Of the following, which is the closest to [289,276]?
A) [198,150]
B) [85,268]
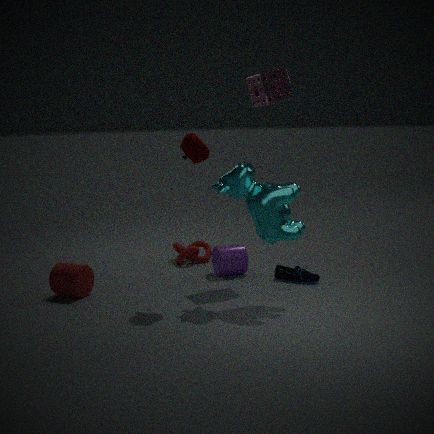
[198,150]
